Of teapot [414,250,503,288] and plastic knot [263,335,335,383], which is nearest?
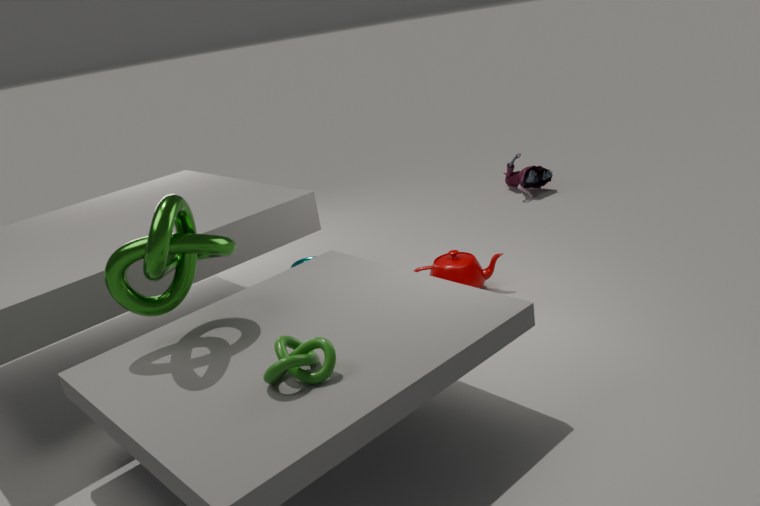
plastic knot [263,335,335,383]
